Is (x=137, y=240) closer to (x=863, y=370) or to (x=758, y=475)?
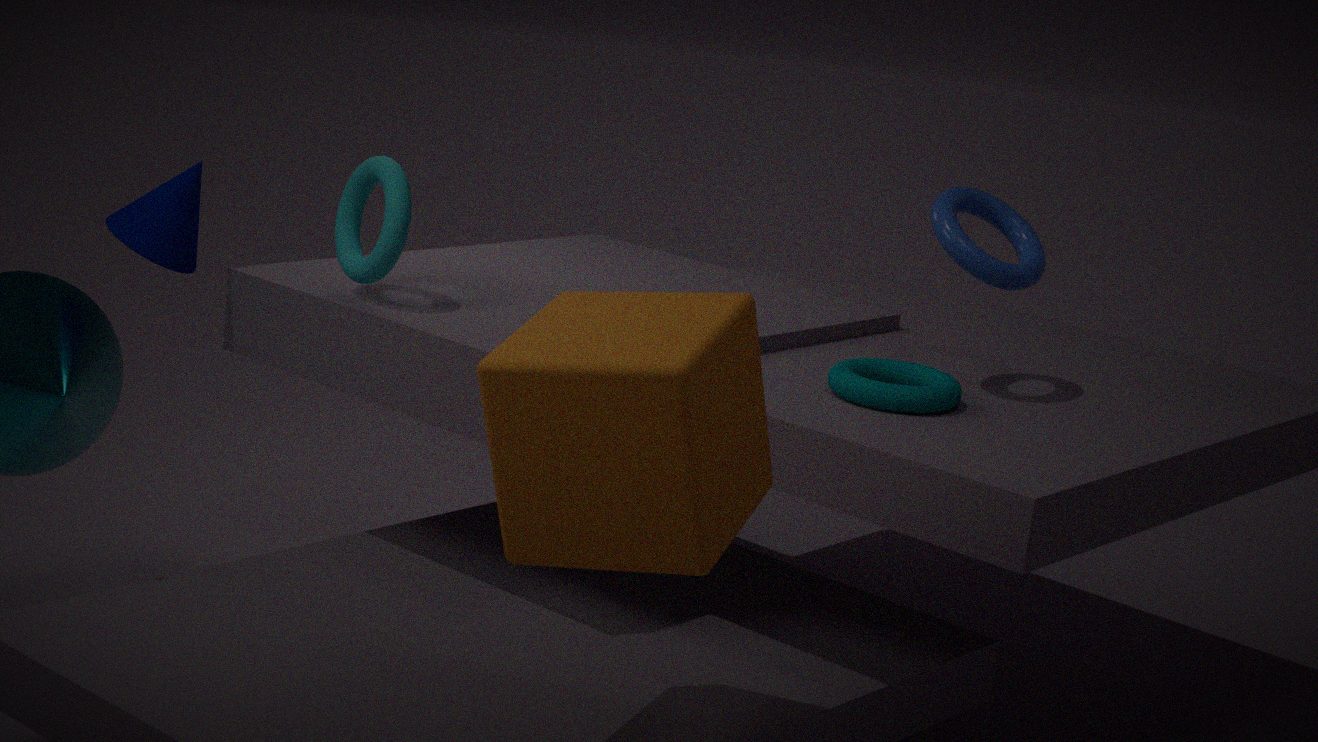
(x=758, y=475)
